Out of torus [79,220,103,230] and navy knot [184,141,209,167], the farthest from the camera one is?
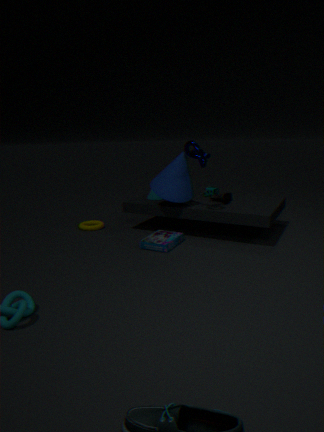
torus [79,220,103,230]
